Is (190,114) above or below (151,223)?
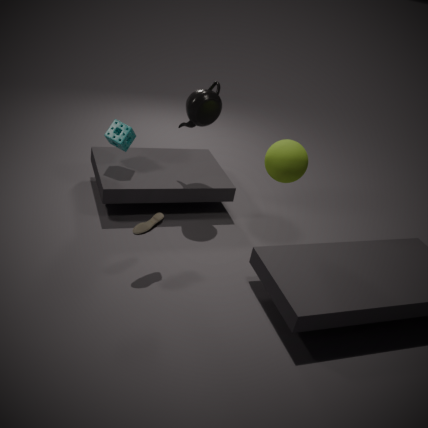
above
